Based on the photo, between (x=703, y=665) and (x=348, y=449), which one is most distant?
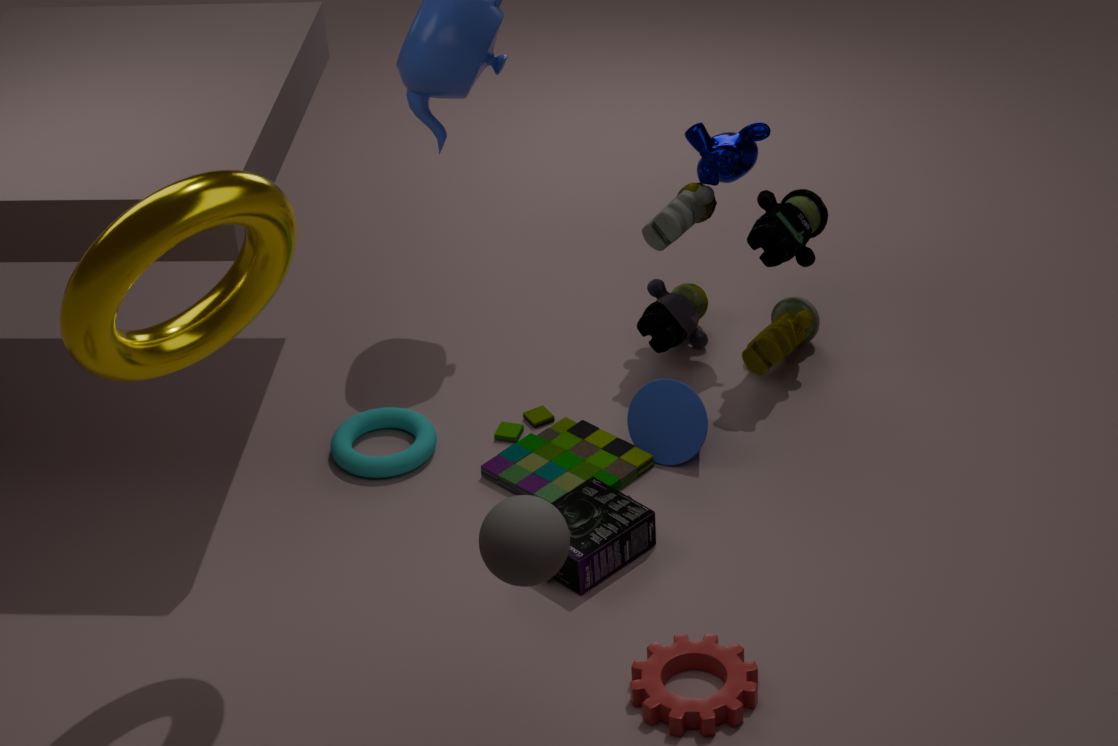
(x=348, y=449)
